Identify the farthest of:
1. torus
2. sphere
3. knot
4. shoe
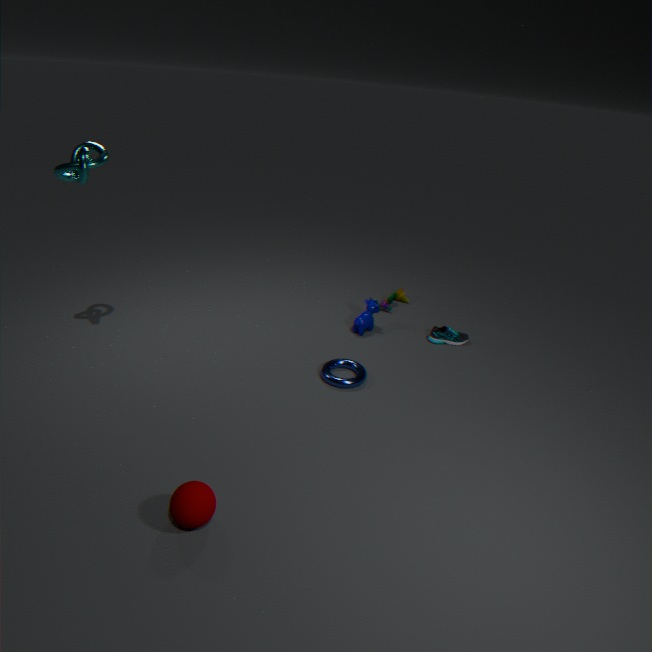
shoe
